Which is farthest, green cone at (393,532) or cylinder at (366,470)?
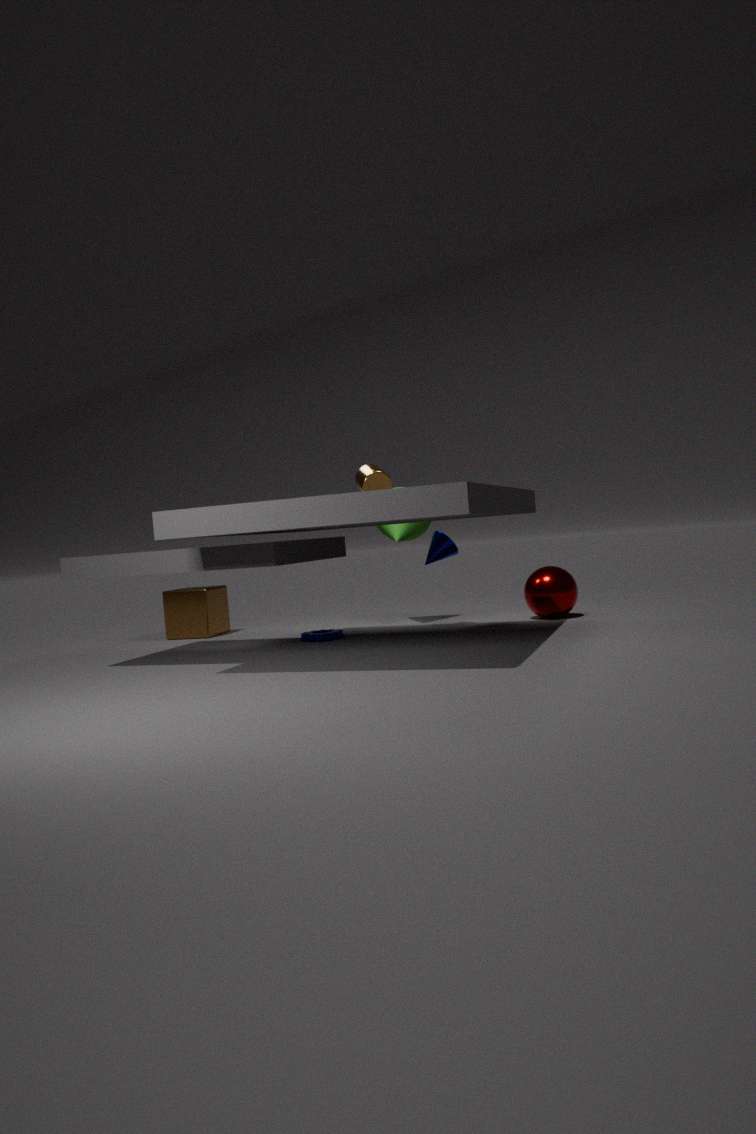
green cone at (393,532)
